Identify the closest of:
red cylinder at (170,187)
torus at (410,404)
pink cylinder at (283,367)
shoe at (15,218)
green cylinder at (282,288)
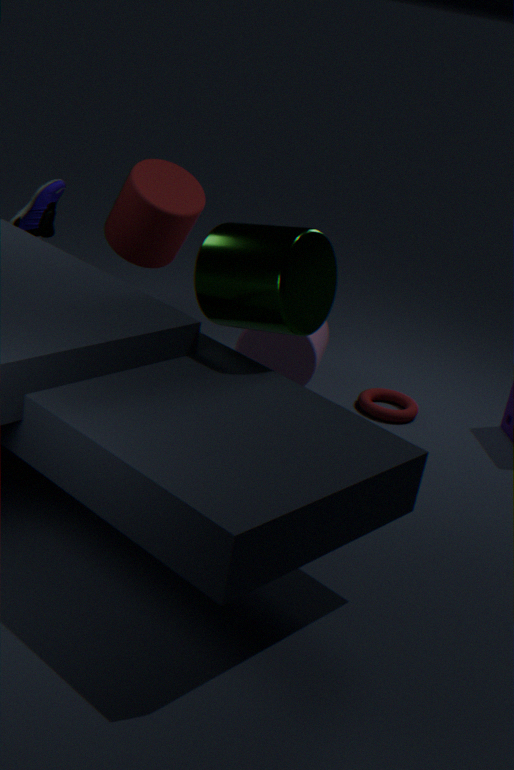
green cylinder at (282,288)
